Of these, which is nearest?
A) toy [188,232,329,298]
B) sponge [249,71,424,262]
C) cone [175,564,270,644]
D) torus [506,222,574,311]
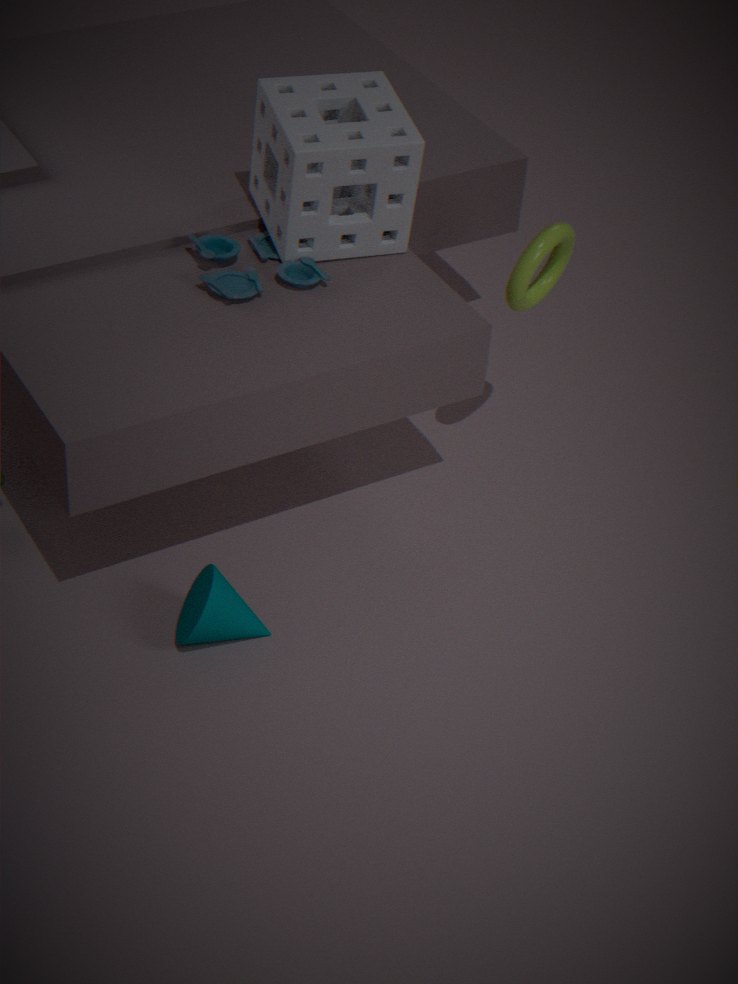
cone [175,564,270,644]
